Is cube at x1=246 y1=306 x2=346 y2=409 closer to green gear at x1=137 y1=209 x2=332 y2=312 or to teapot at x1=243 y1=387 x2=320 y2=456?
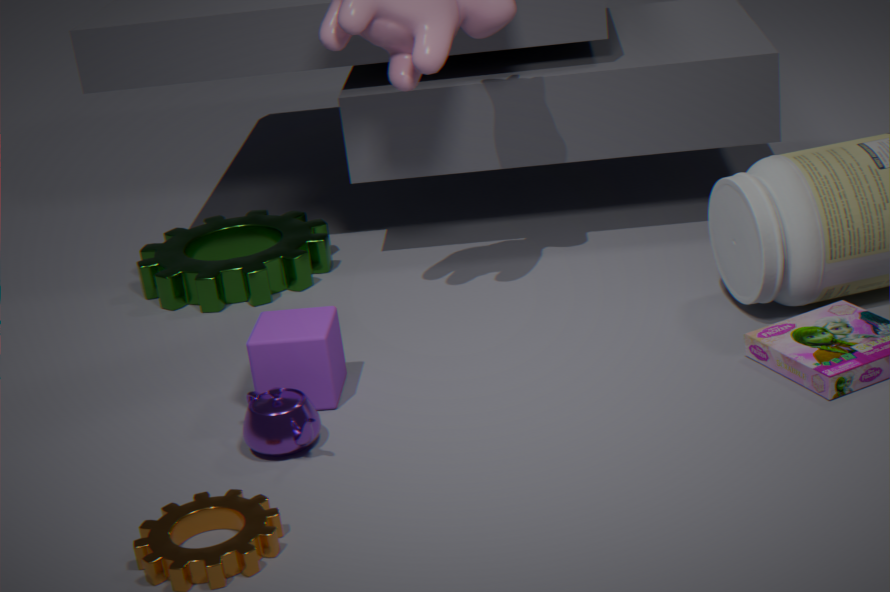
teapot at x1=243 y1=387 x2=320 y2=456
